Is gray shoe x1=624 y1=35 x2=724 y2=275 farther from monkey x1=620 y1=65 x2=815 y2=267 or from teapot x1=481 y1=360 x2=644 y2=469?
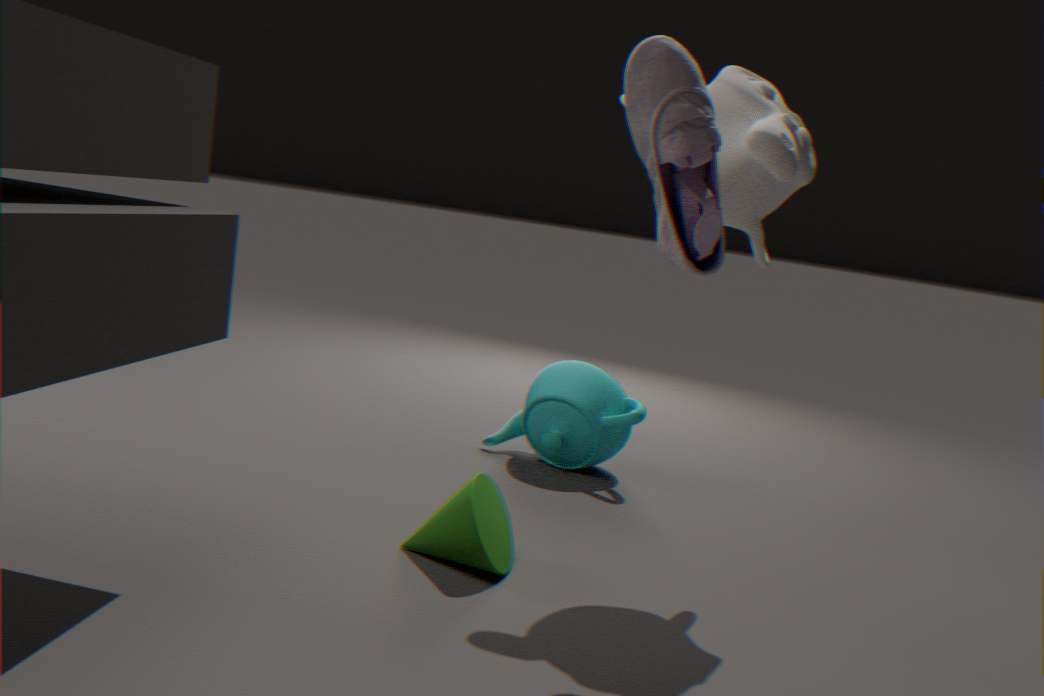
teapot x1=481 y1=360 x2=644 y2=469
